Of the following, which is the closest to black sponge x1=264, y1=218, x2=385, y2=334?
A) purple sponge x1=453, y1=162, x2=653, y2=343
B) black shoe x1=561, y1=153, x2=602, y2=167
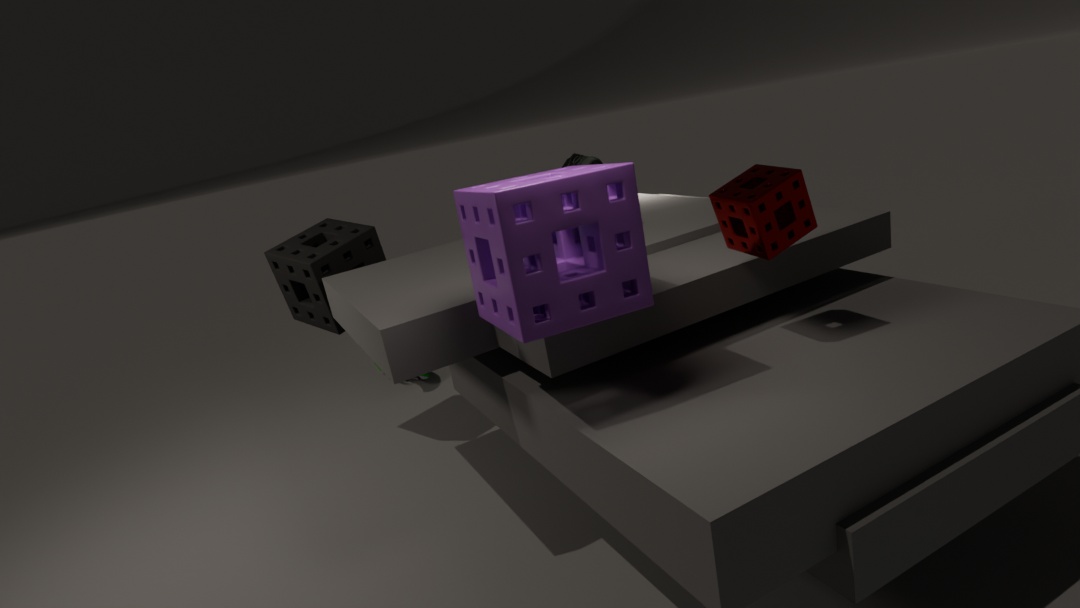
black shoe x1=561, y1=153, x2=602, y2=167
